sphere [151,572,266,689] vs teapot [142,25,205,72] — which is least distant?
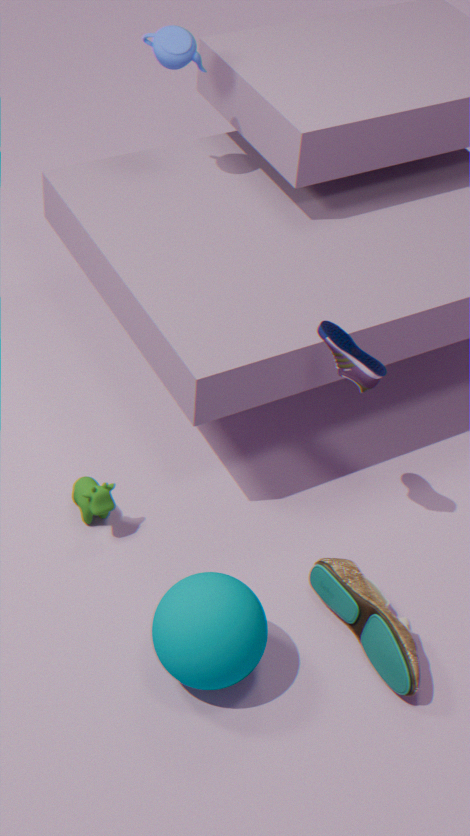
sphere [151,572,266,689]
